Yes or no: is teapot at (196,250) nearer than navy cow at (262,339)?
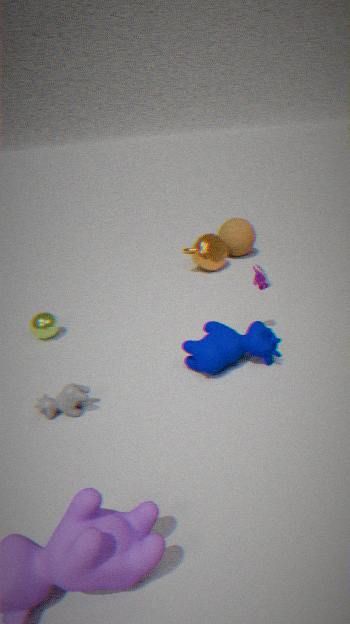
No
